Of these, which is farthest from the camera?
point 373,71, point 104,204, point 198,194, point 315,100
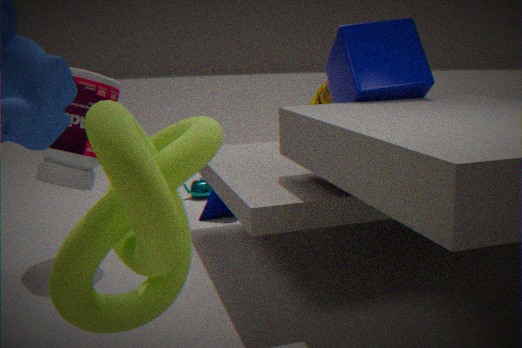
point 198,194
